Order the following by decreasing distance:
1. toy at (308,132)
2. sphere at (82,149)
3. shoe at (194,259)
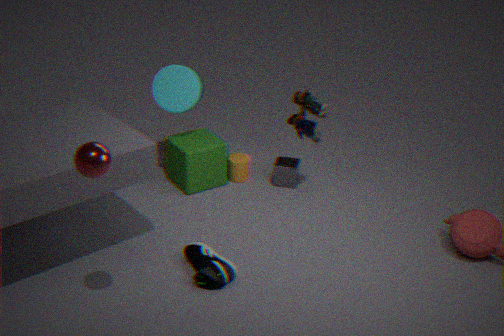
toy at (308,132) → shoe at (194,259) → sphere at (82,149)
